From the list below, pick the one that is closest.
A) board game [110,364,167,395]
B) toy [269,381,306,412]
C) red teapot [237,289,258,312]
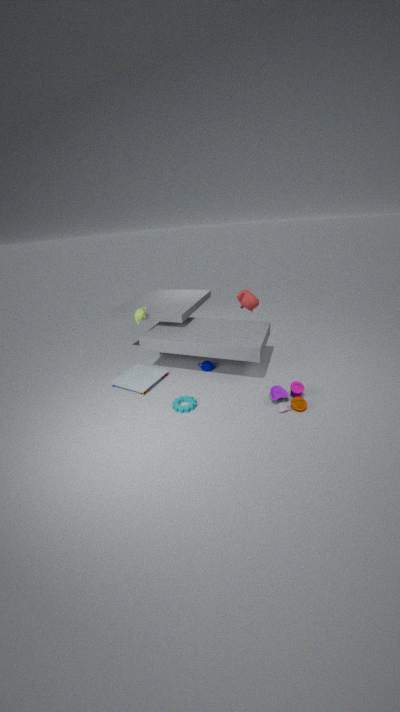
toy [269,381,306,412]
